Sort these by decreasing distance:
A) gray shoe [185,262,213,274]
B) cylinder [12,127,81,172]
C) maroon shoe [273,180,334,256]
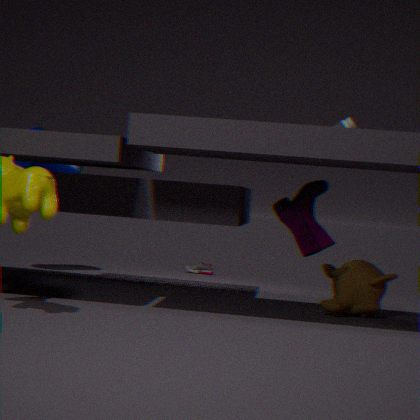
1. gray shoe [185,262,213,274]
2. cylinder [12,127,81,172]
3. maroon shoe [273,180,334,256]
